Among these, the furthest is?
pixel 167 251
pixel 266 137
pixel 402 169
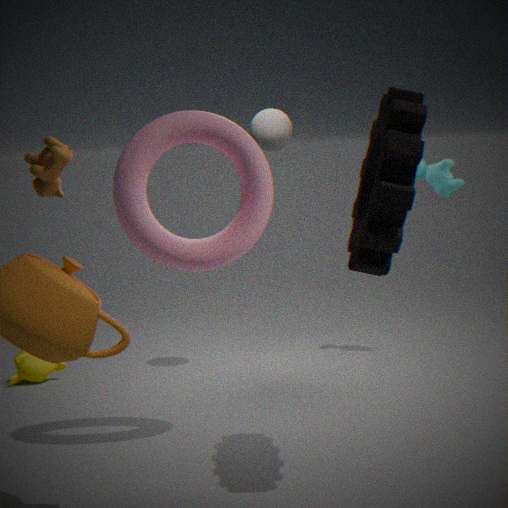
pixel 266 137
